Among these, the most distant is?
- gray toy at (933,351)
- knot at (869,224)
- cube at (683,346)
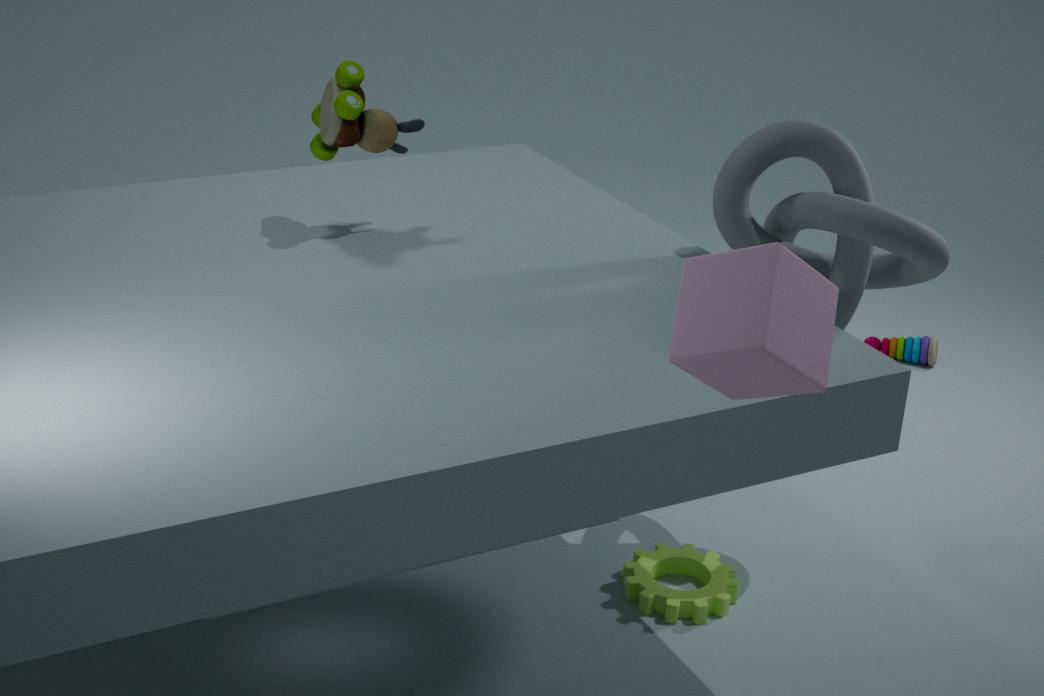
gray toy at (933,351)
